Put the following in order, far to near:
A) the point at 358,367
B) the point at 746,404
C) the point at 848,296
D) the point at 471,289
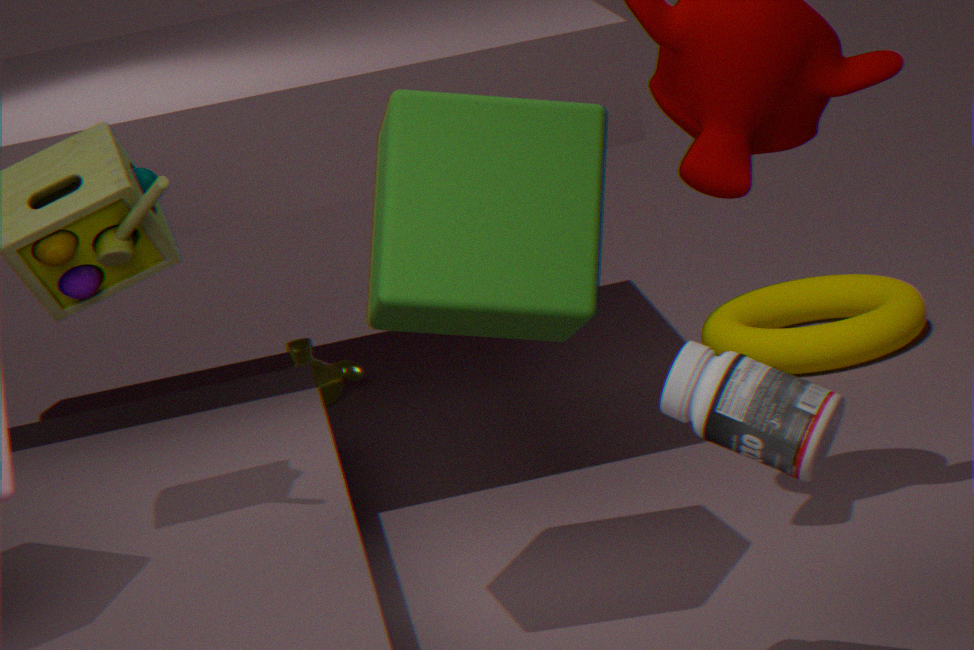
1. the point at 358,367
2. the point at 848,296
3. the point at 471,289
4. the point at 746,404
